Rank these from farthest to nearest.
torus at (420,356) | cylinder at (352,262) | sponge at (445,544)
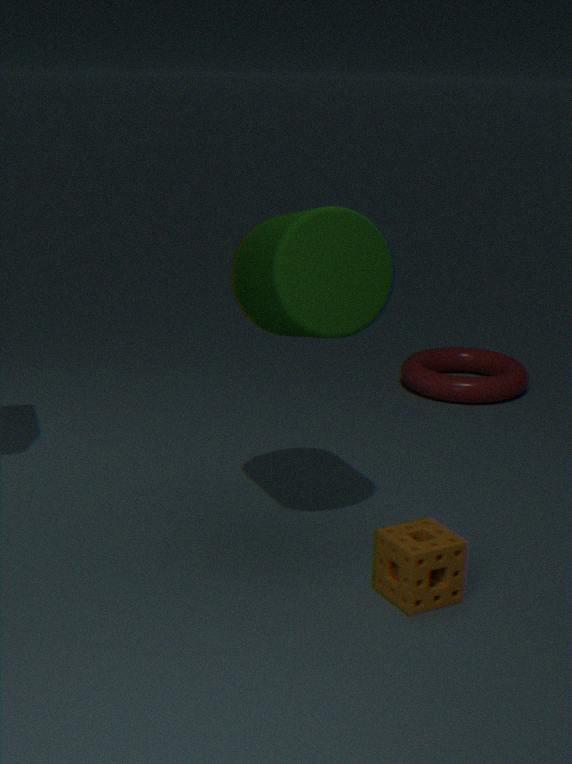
torus at (420,356)
cylinder at (352,262)
sponge at (445,544)
